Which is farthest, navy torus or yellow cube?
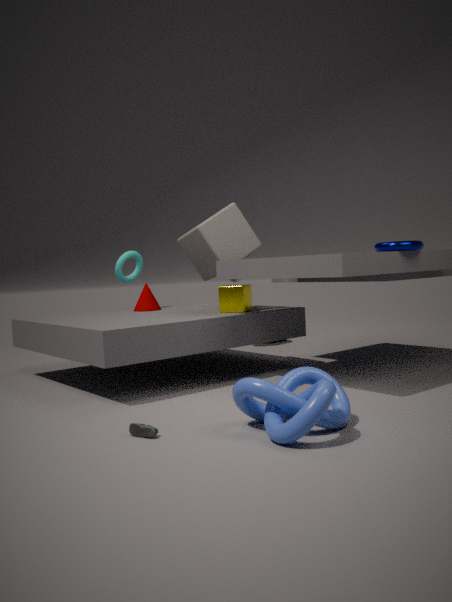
yellow cube
